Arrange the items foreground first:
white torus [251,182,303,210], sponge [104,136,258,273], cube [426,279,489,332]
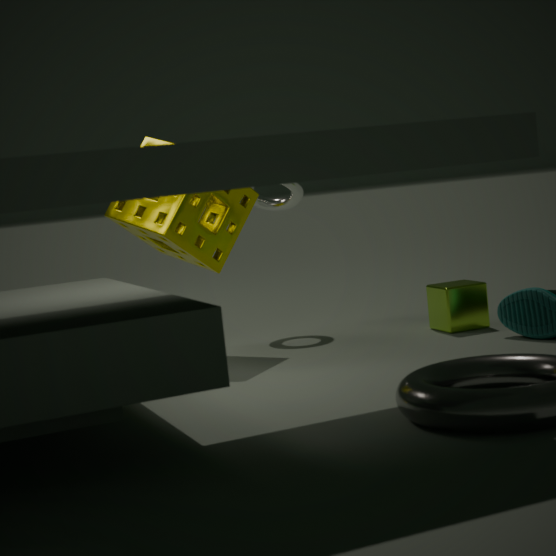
sponge [104,136,258,273] < cube [426,279,489,332] < white torus [251,182,303,210]
